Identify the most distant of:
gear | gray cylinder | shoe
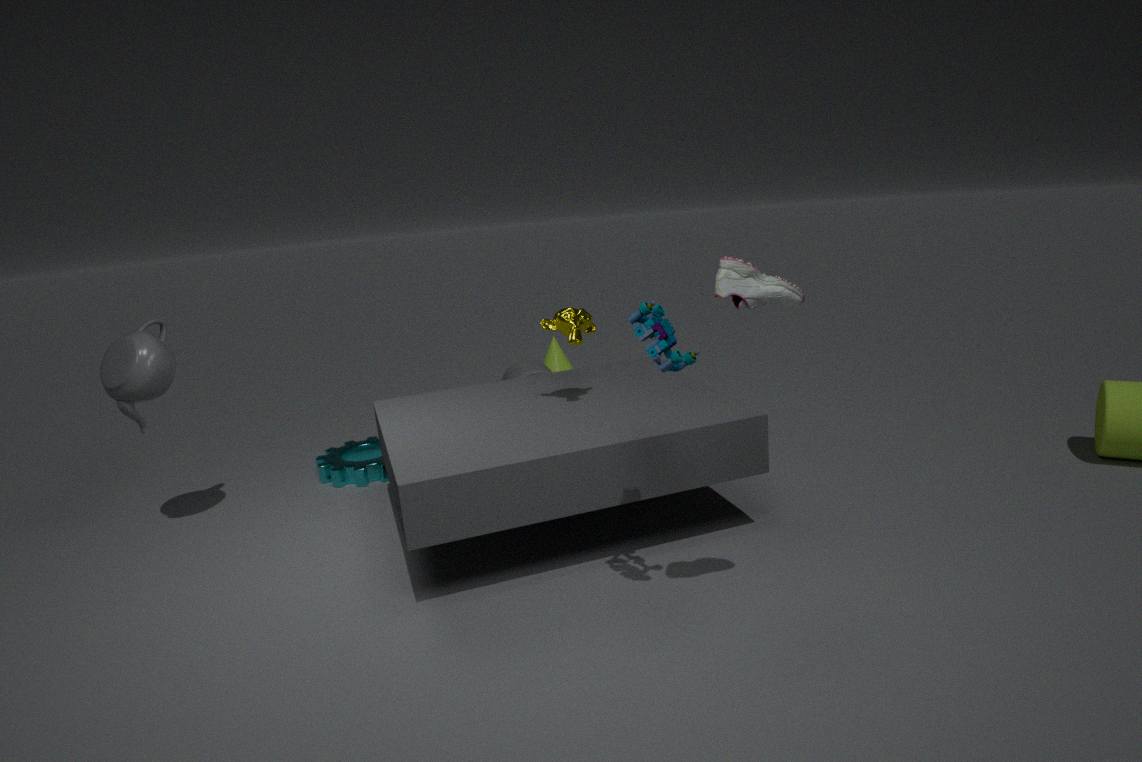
gray cylinder
